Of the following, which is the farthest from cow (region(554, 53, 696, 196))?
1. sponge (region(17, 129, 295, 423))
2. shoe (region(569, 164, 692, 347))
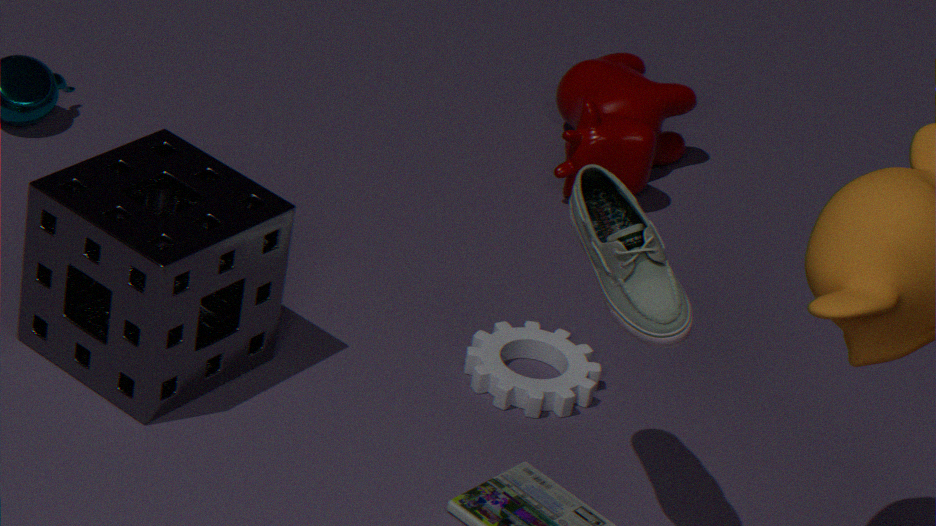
shoe (region(569, 164, 692, 347))
